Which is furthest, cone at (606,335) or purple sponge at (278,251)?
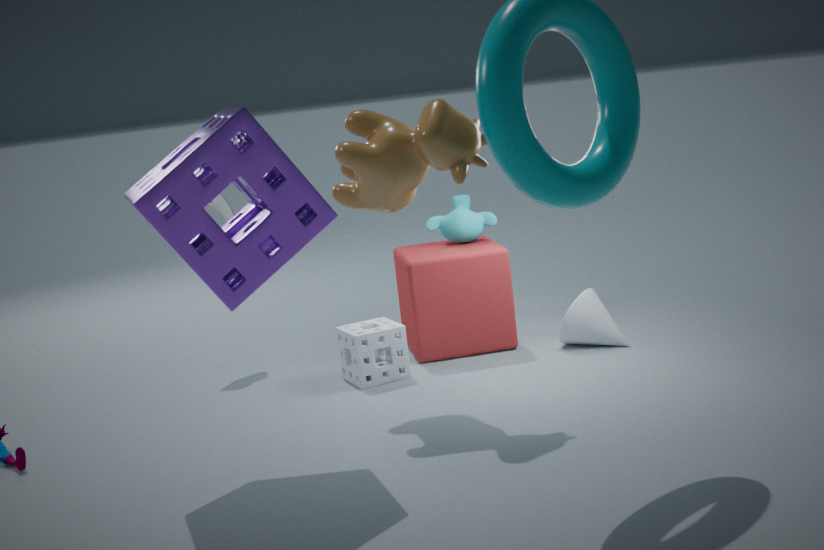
cone at (606,335)
